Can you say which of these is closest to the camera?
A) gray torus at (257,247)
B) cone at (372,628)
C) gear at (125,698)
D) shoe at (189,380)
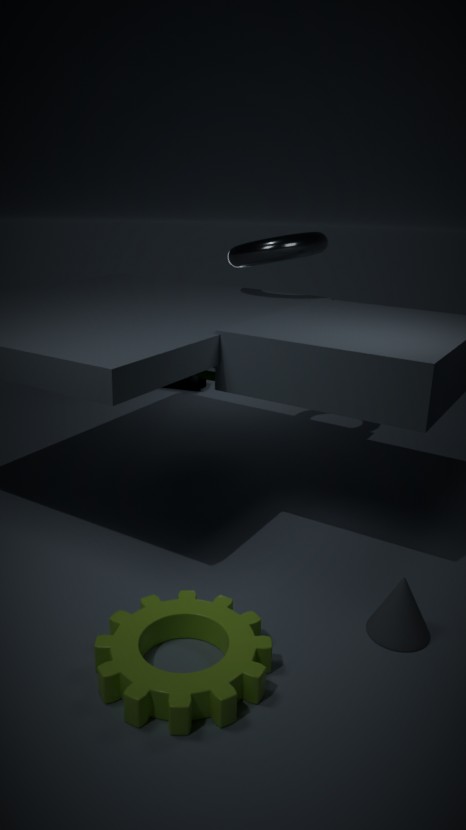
gear at (125,698)
